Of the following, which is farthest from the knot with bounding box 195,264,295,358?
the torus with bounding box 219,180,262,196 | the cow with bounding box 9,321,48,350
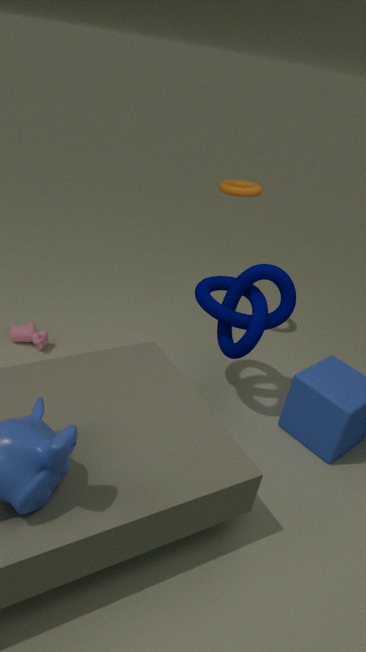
A: the cow with bounding box 9,321,48,350
